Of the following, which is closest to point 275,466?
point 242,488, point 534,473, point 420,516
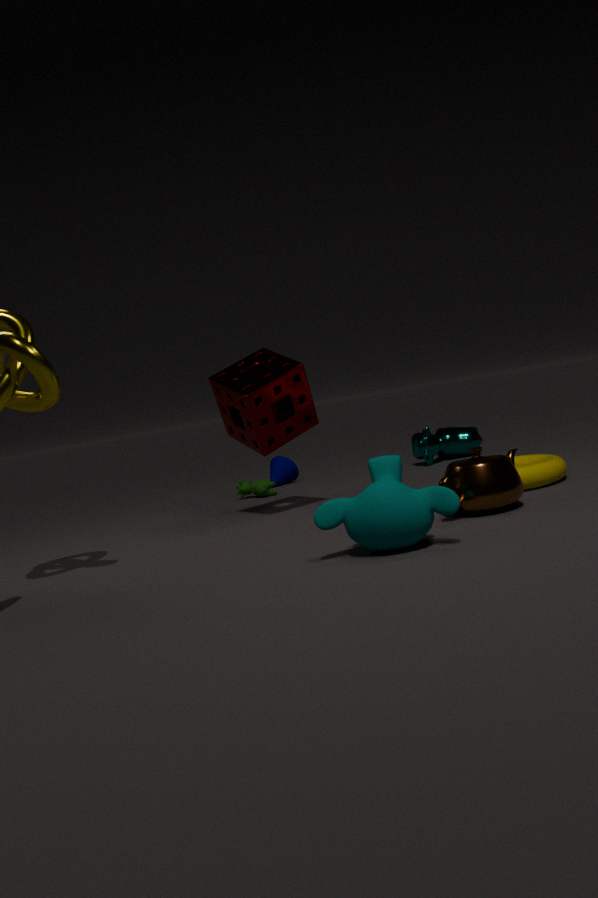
point 242,488
